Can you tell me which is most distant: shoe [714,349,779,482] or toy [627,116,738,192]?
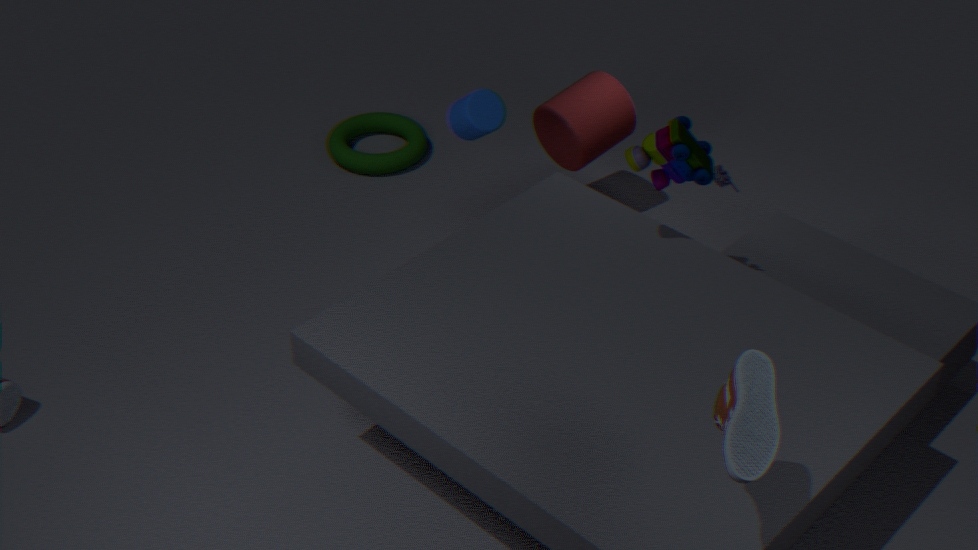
toy [627,116,738,192]
